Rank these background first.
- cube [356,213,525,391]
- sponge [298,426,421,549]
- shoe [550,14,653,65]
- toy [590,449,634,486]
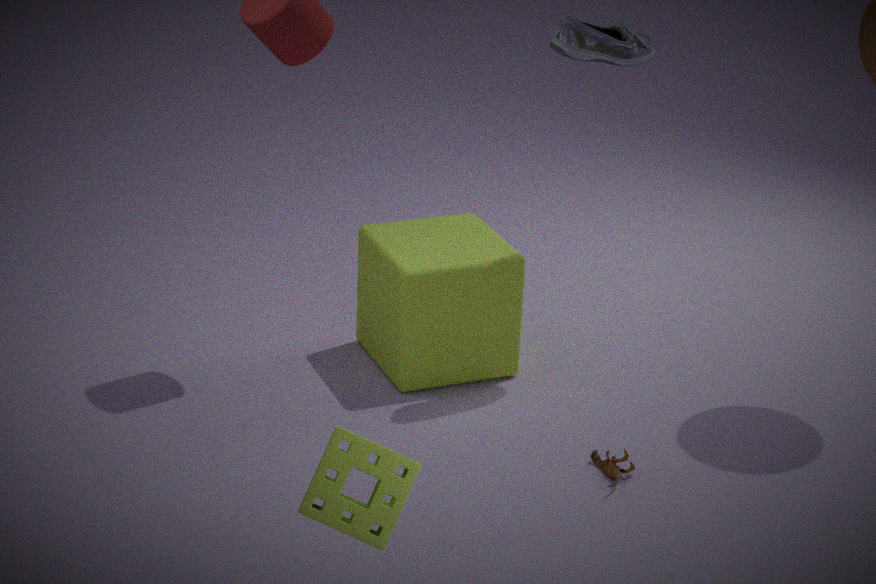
1. cube [356,213,525,391]
2. shoe [550,14,653,65]
3. toy [590,449,634,486]
4. sponge [298,426,421,549]
